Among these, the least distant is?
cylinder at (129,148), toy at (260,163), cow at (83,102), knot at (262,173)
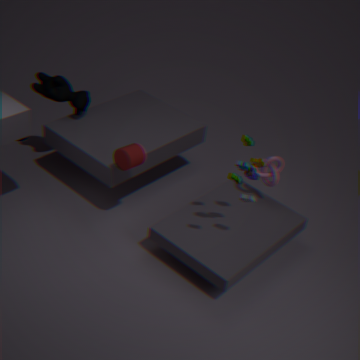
toy at (260,163)
